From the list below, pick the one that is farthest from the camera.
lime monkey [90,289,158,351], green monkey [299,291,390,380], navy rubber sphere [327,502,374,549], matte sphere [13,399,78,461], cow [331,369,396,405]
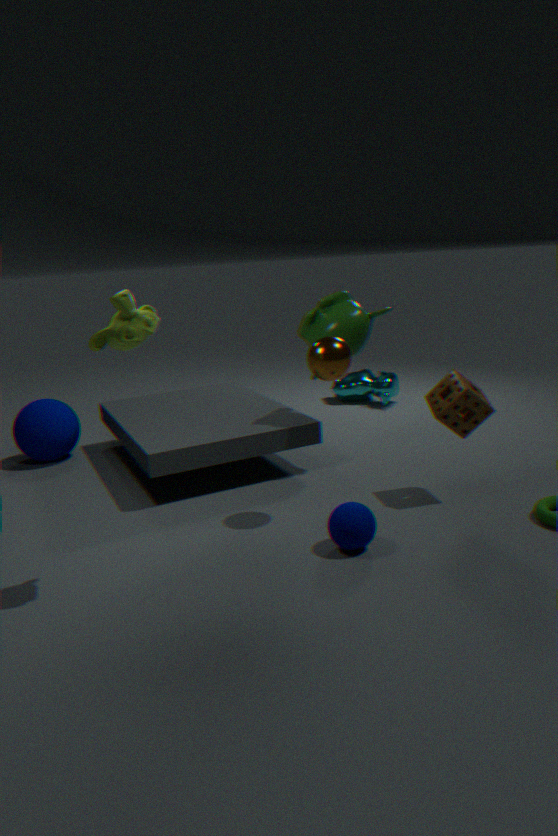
cow [331,369,396,405]
